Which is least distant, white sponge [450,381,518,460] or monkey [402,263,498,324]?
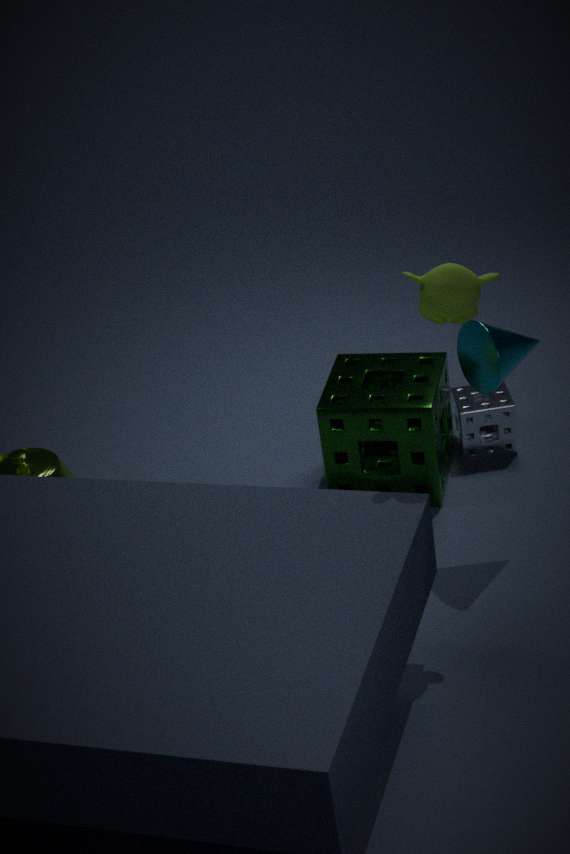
monkey [402,263,498,324]
